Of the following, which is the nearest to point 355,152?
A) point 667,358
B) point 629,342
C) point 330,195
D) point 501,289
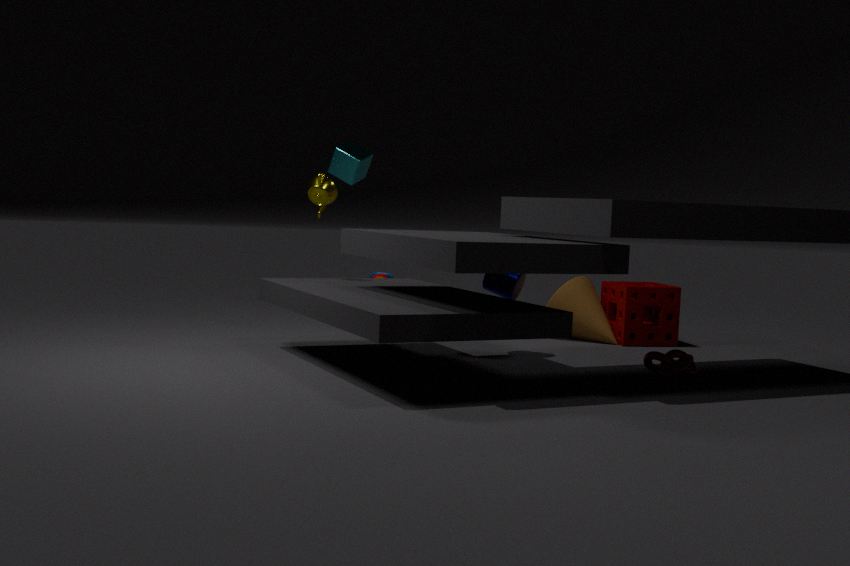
point 330,195
